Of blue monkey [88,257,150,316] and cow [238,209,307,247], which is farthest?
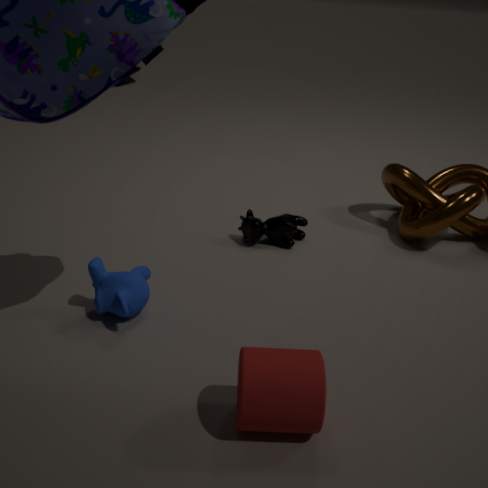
cow [238,209,307,247]
